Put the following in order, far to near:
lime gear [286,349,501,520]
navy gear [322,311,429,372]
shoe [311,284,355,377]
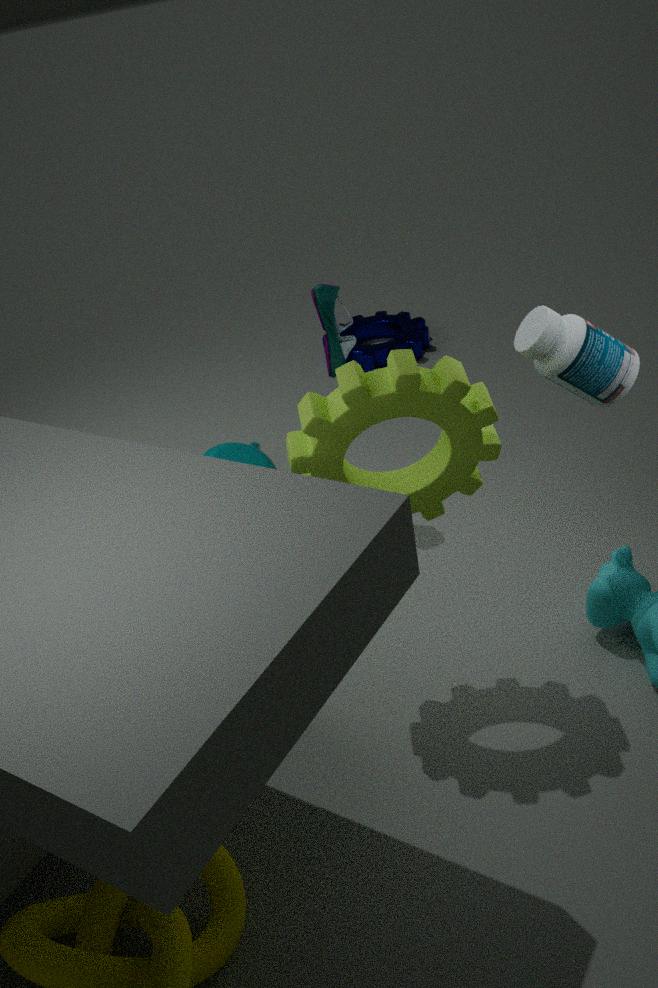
navy gear [322,311,429,372] < shoe [311,284,355,377] < lime gear [286,349,501,520]
